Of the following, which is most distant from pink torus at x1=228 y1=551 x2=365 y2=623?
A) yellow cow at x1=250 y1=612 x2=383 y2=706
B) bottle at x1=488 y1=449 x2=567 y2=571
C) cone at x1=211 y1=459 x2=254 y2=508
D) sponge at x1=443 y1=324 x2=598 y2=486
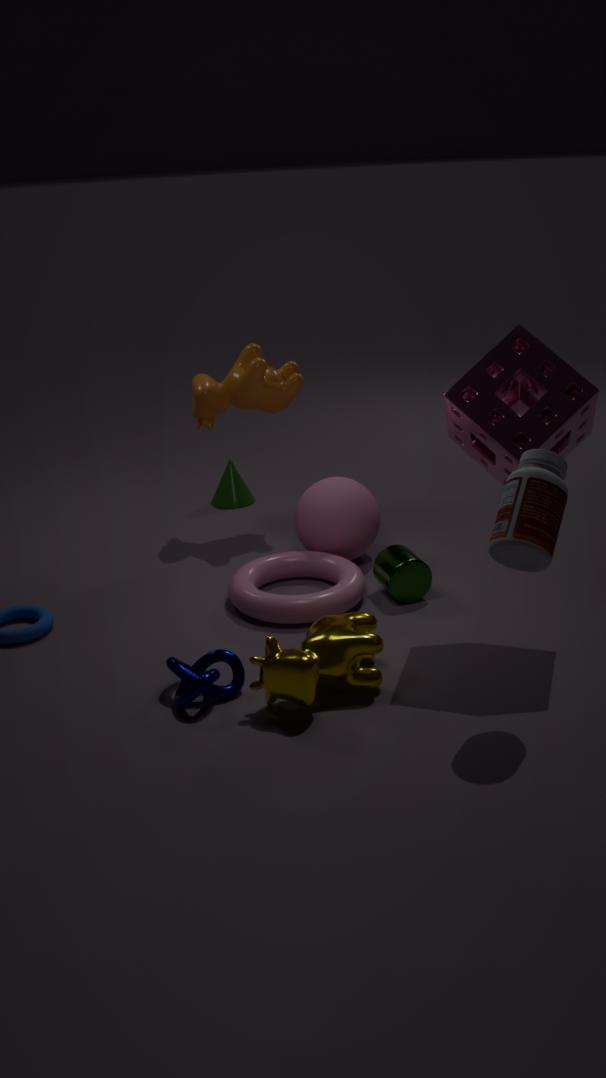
bottle at x1=488 y1=449 x2=567 y2=571
